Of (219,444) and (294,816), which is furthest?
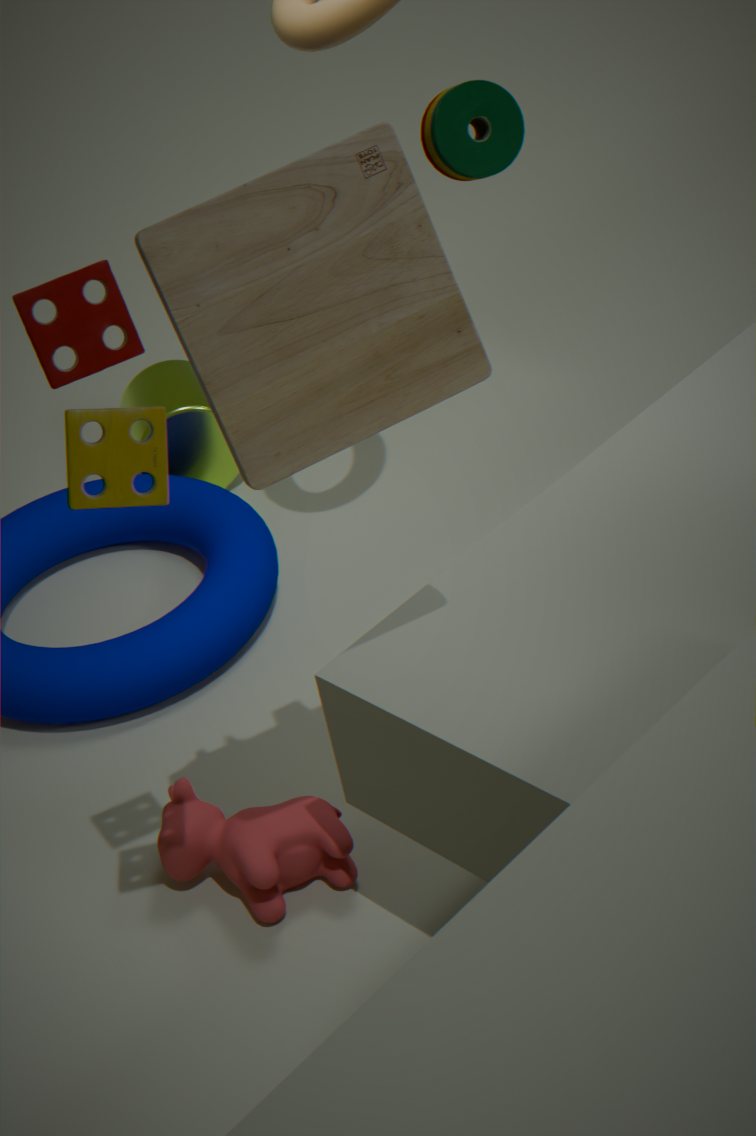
(219,444)
